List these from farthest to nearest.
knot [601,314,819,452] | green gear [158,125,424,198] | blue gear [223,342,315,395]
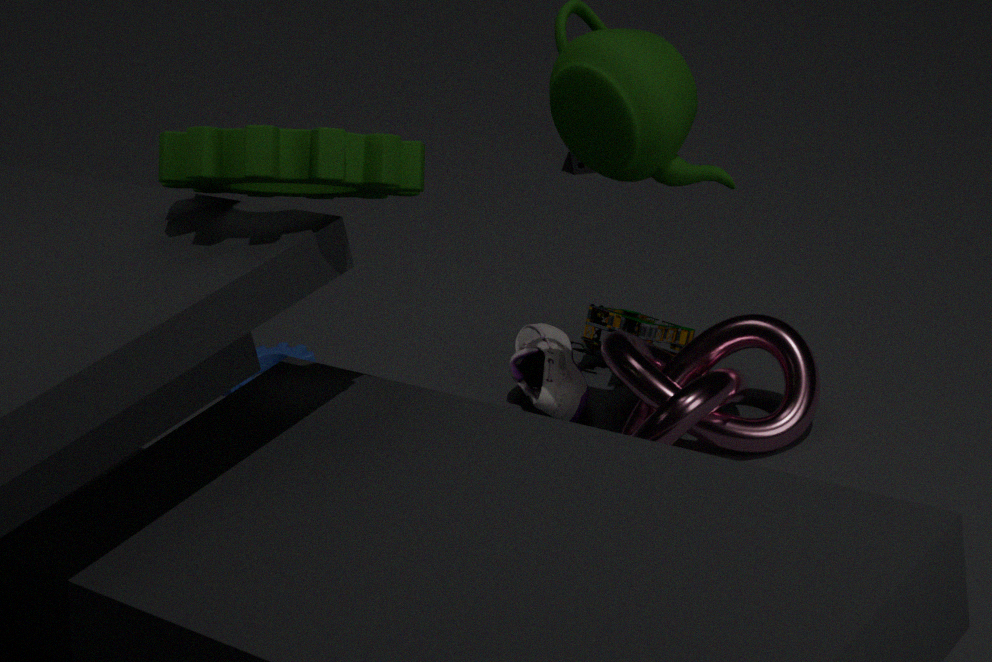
blue gear [223,342,315,395], knot [601,314,819,452], green gear [158,125,424,198]
